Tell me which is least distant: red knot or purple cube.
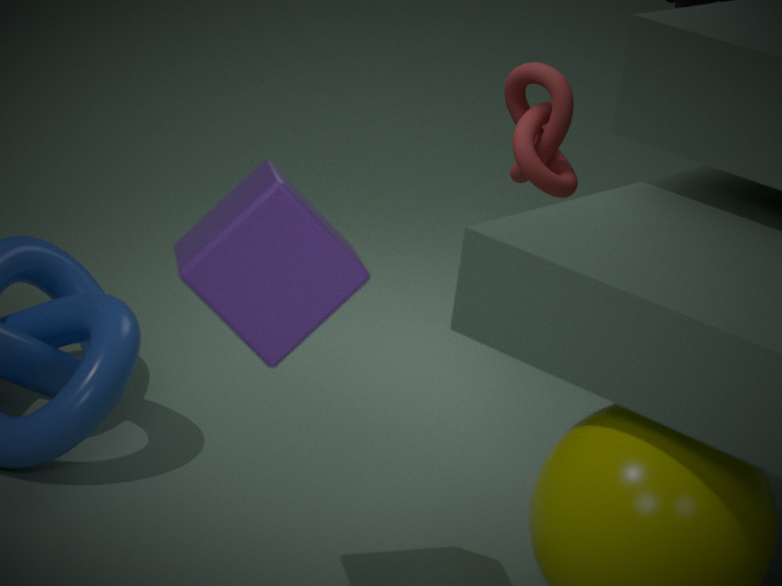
purple cube
